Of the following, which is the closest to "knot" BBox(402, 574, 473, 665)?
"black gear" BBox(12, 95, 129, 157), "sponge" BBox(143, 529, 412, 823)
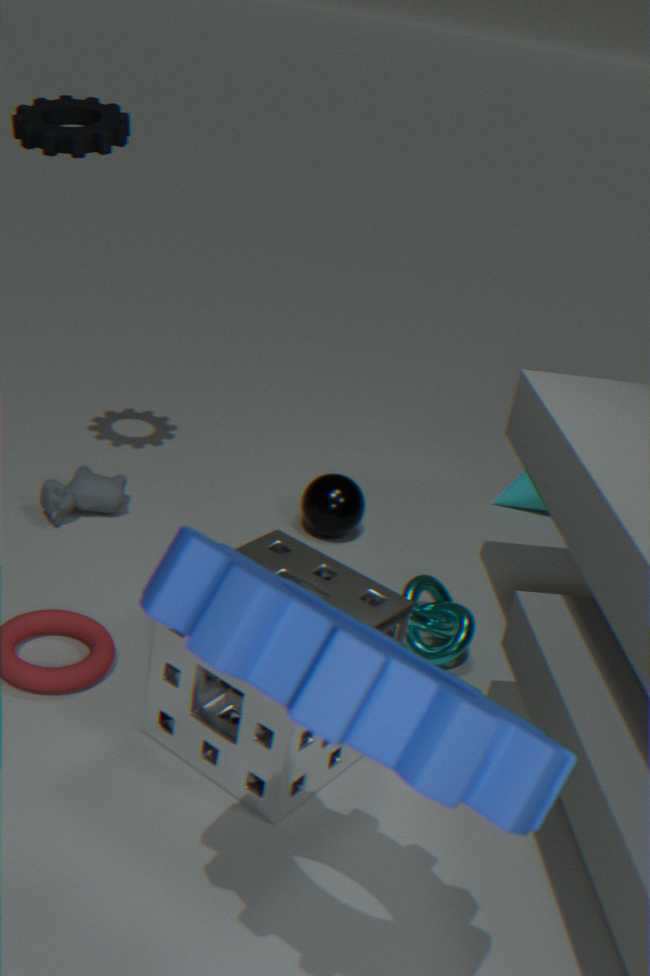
"sponge" BBox(143, 529, 412, 823)
